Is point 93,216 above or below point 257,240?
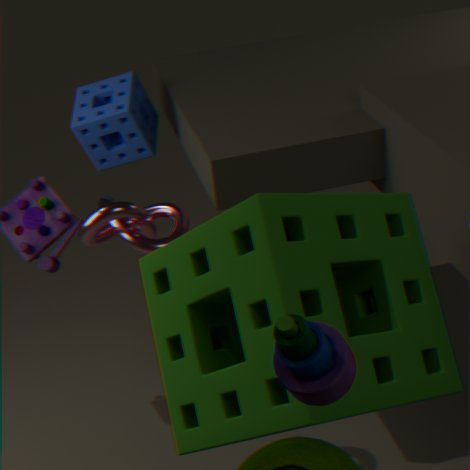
below
